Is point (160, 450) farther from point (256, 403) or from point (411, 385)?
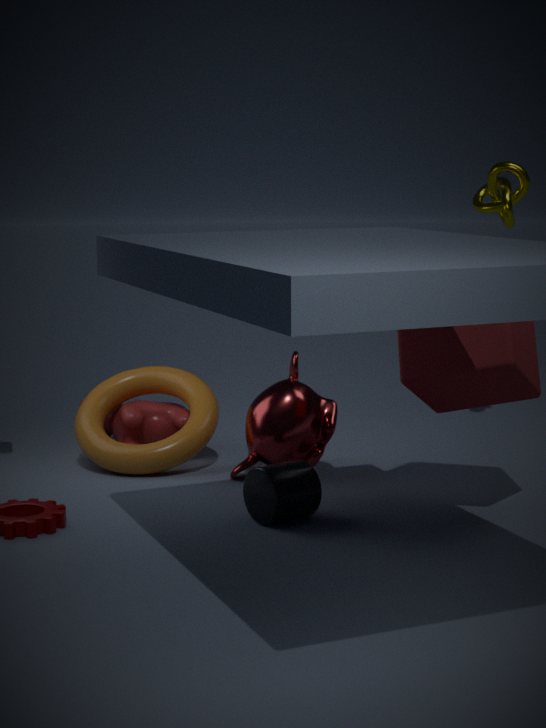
point (411, 385)
